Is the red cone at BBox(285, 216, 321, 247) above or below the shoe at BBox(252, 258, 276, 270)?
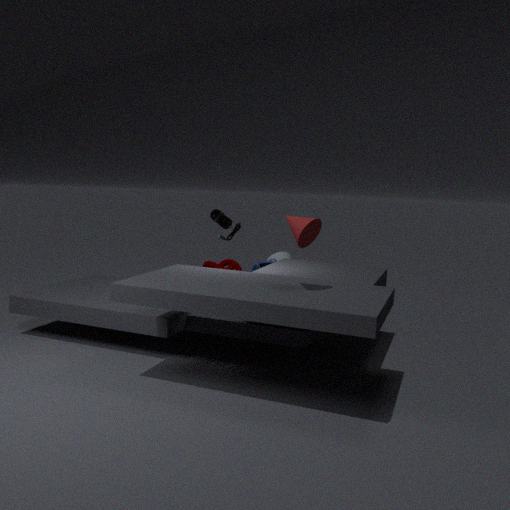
above
